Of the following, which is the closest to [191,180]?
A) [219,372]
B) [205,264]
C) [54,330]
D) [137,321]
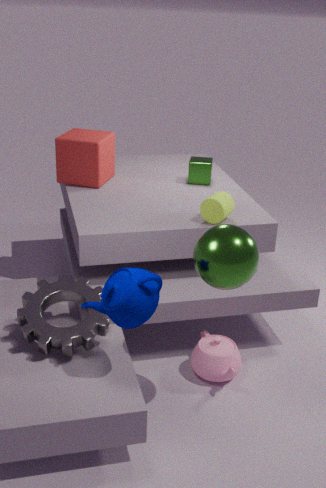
[219,372]
